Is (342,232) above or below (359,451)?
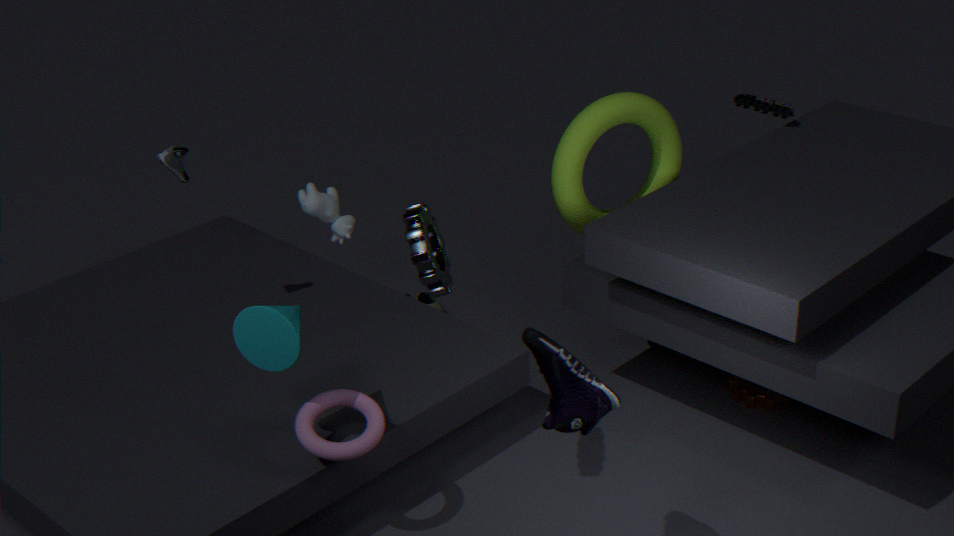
above
